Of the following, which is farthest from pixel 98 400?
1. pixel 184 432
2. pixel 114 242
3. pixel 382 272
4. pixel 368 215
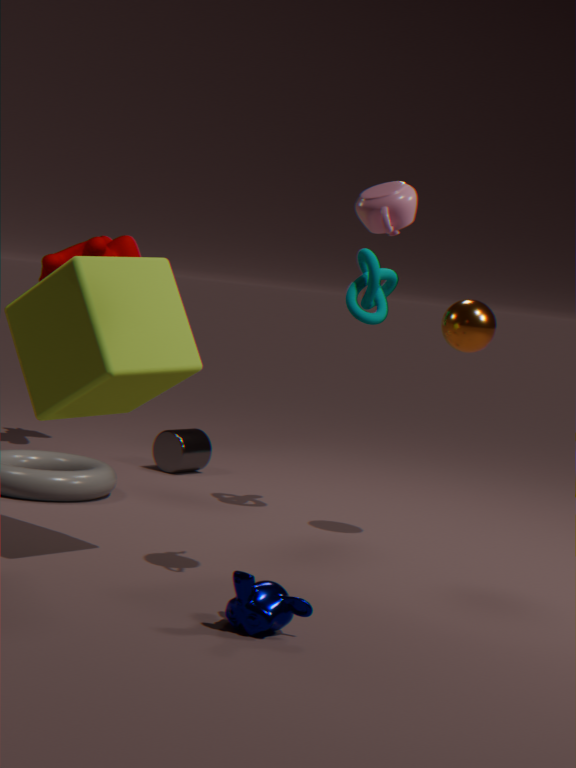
pixel 114 242
